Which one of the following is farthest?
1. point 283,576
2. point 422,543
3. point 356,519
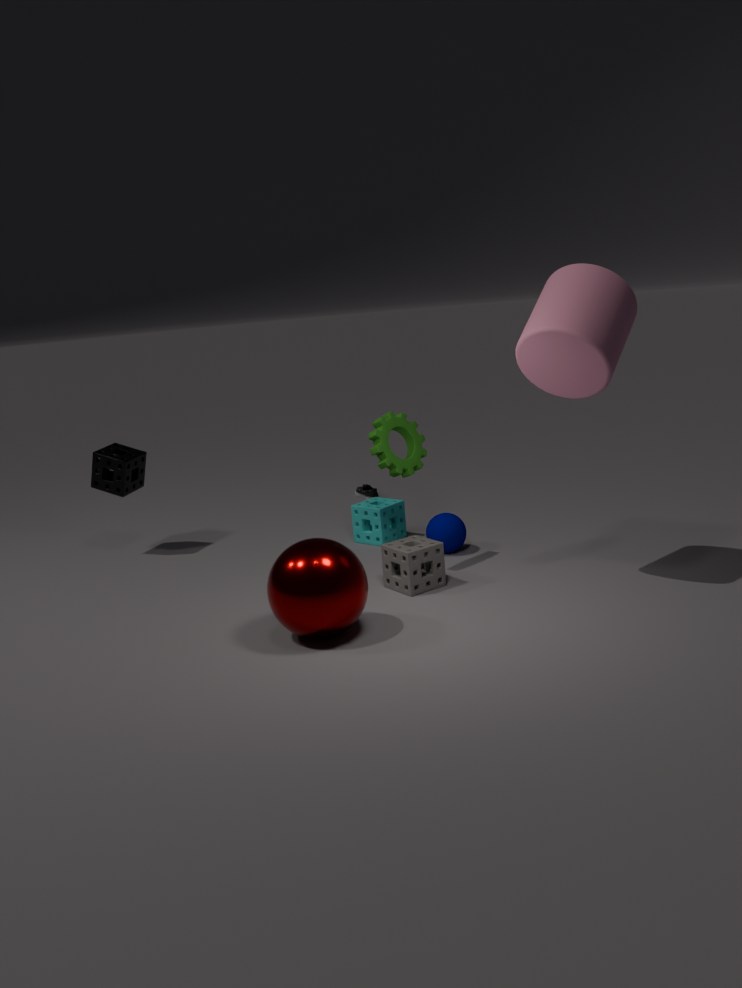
point 356,519
